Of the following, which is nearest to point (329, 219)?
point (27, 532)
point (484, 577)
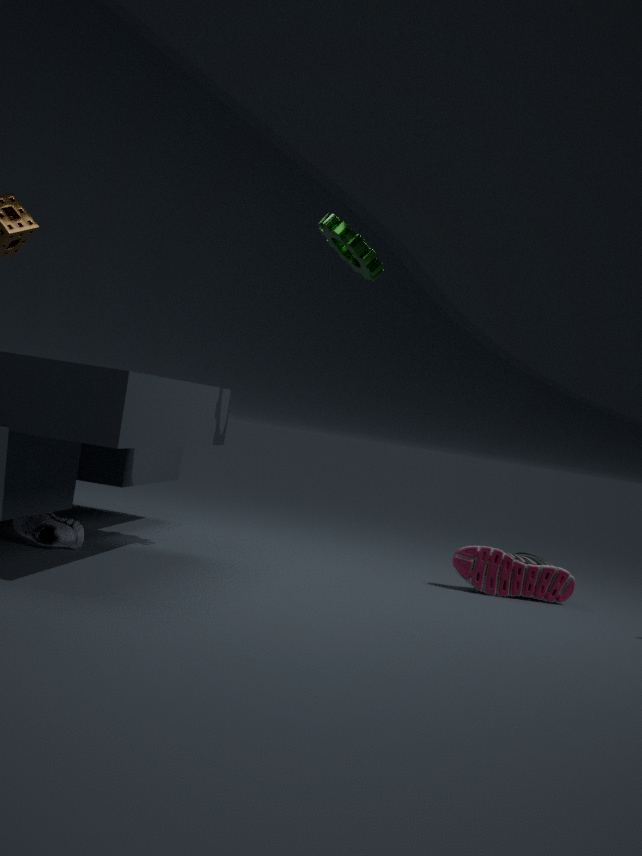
point (484, 577)
